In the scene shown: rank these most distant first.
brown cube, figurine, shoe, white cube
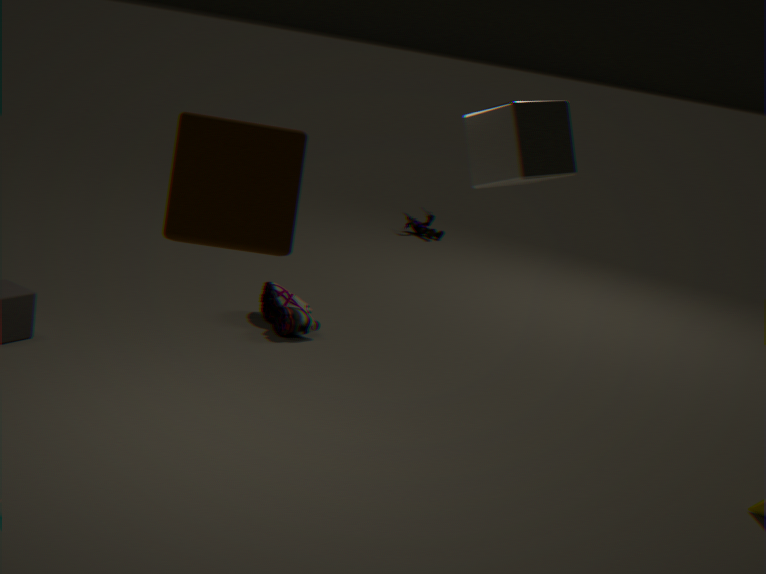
figurine
shoe
white cube
brown cube
